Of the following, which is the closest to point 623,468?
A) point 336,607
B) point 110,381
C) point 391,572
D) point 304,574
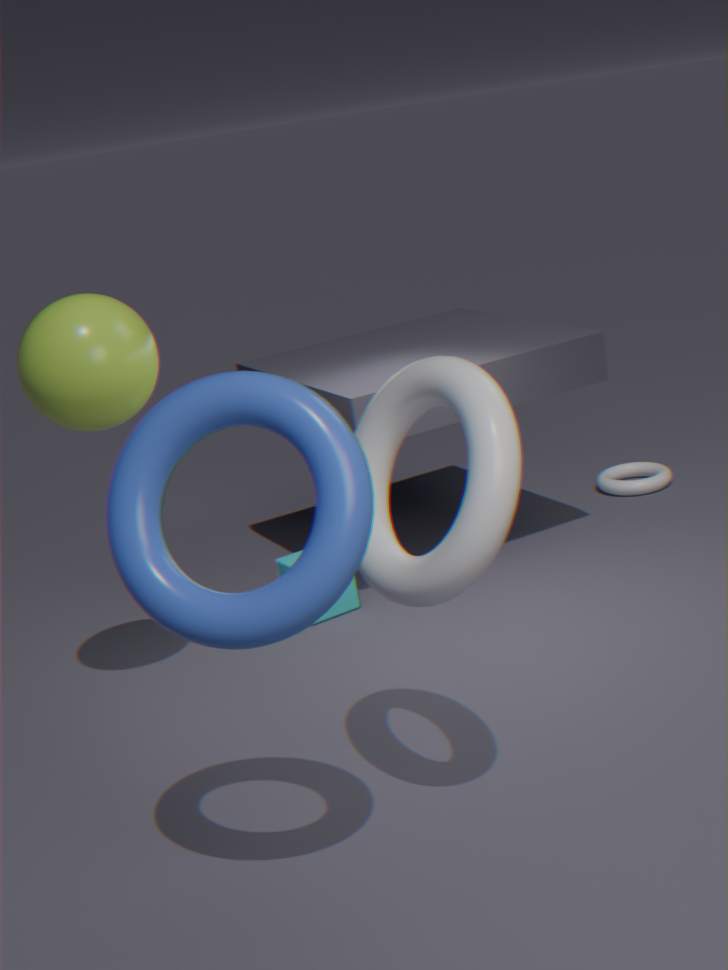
point 336,607
